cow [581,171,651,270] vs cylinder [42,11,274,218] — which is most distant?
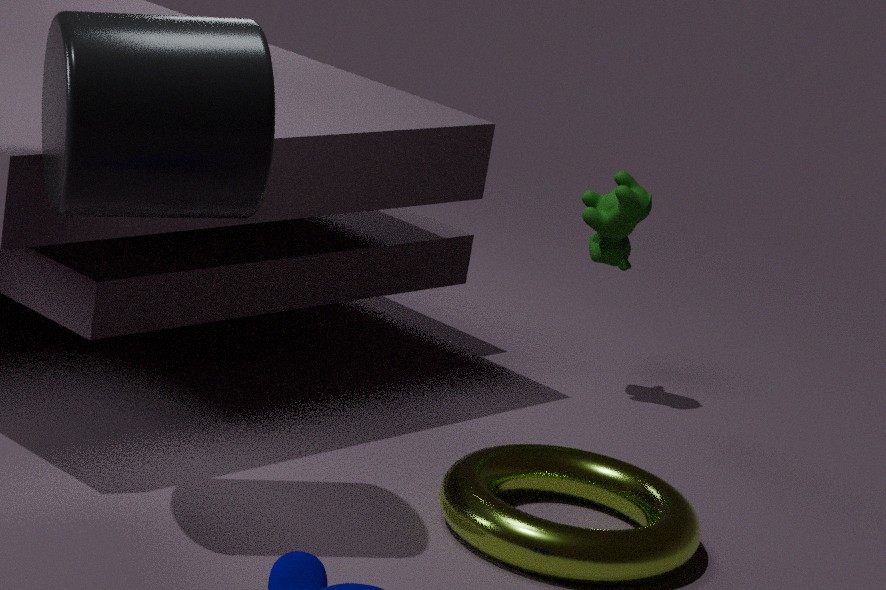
cow [581,171,651,270]
